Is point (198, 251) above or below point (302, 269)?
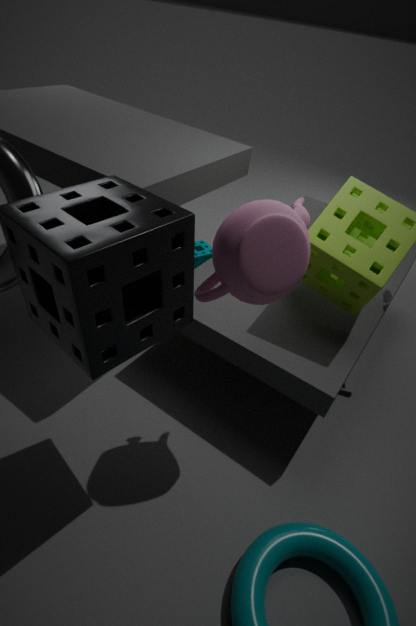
below
